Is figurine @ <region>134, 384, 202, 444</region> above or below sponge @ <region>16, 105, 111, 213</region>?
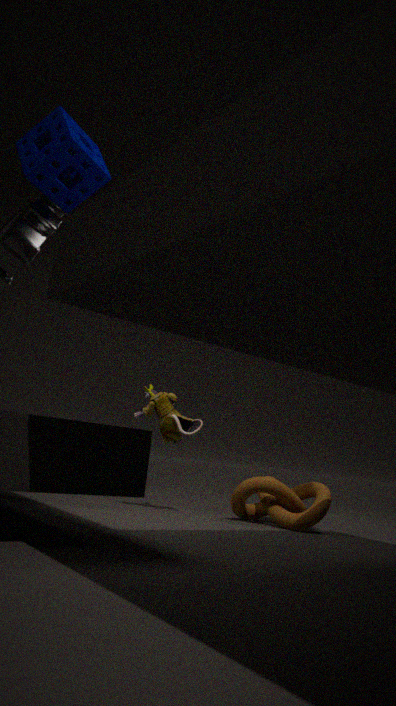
below
